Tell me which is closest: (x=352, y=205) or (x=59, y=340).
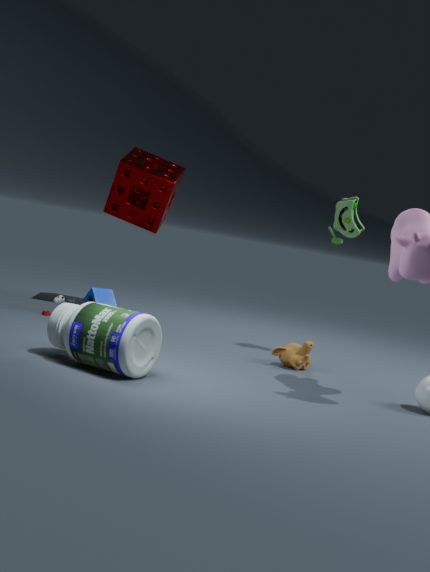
(x=59, y=340)
